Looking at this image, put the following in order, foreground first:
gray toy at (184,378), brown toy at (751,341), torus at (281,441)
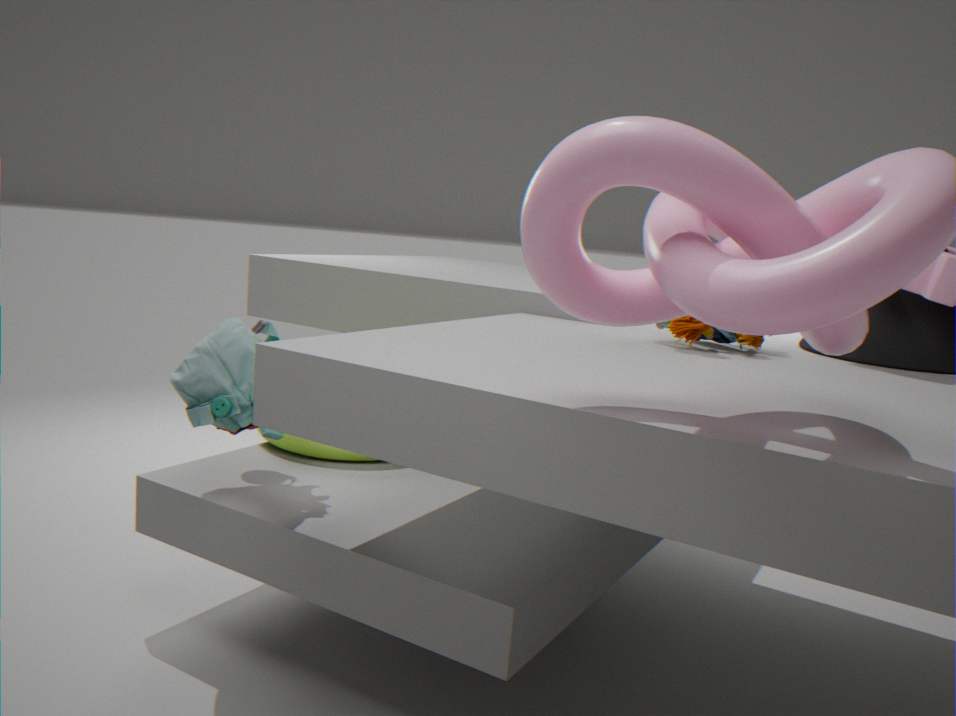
gray toy at (184,378), brown toy at (751,341), torus at (281,441)
